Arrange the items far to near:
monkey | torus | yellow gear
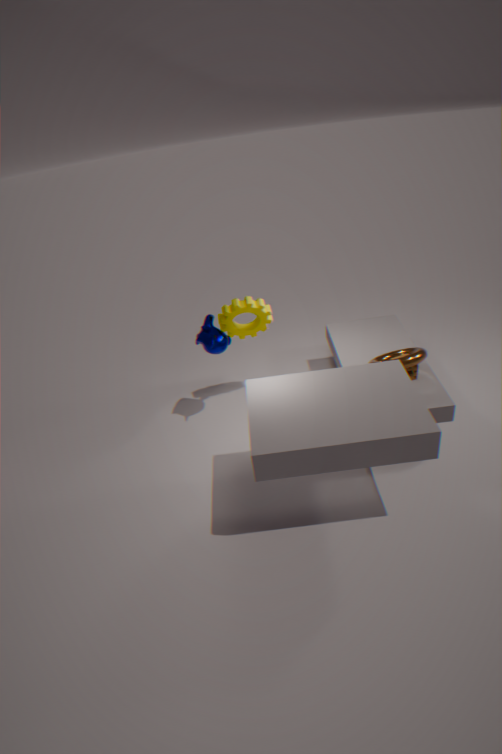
yellow gear → monkey → torus
